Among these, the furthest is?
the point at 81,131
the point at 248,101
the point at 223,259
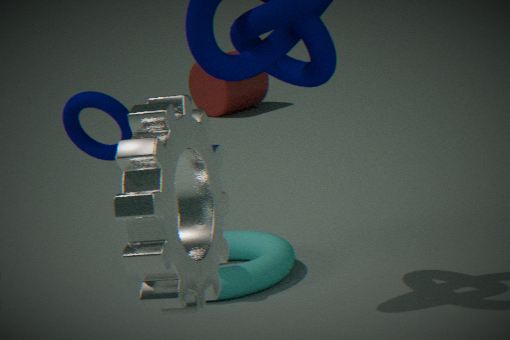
the point at 248,101
